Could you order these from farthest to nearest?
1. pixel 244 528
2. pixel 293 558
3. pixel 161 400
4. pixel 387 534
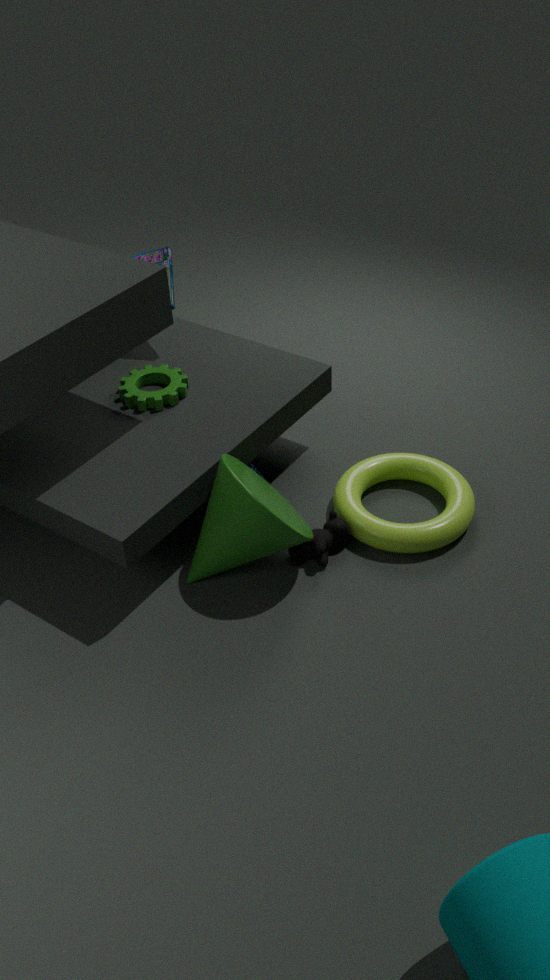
1. pixel 161 400
2. pixel 293 558
3. pixel 387 534
4. pixel 244 528
